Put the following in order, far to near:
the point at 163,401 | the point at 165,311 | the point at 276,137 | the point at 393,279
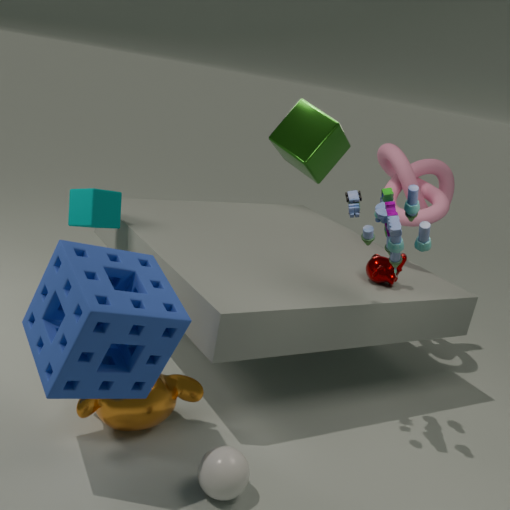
1. the point at 276,137
2. the point at 393,279
3. the point at 163,401
4. the point at 165,311
